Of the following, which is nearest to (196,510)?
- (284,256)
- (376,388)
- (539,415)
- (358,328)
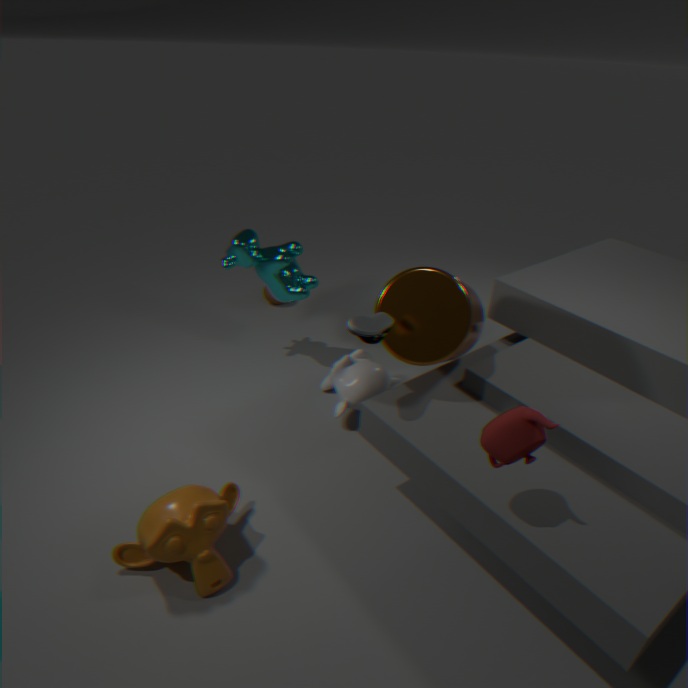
(358,328)
